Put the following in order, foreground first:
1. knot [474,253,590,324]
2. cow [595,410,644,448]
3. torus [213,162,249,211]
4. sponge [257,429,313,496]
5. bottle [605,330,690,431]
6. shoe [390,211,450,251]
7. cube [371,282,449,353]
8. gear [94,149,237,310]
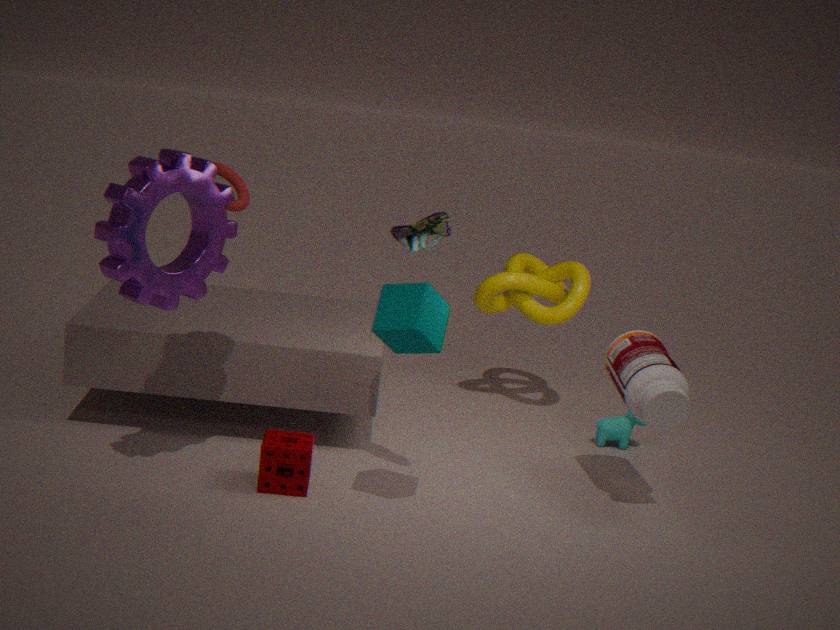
cube [371,282,449,353], gear [94,149,237,310], shoe [390,211,450,251], sponge [257,429,313,496], bottle [605,330,690,431], cow [595,410,644,448], knot [474,253,590,324], torus [213,162,249,211]
